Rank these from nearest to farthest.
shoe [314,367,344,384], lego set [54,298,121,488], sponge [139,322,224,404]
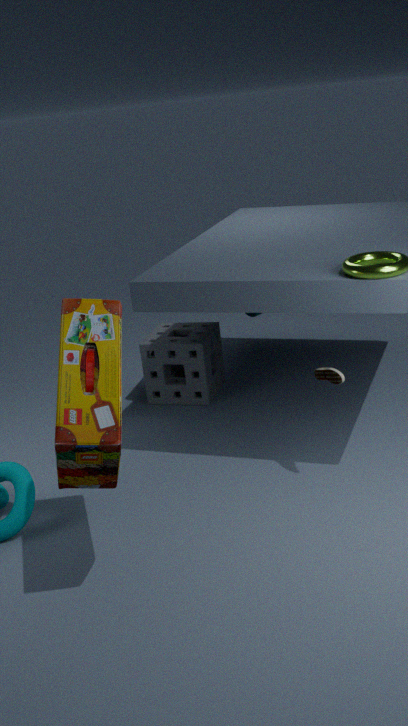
lego set [54,298,121,488] < shoe [314,367,344,384] < sponge [139,322,224,404]
